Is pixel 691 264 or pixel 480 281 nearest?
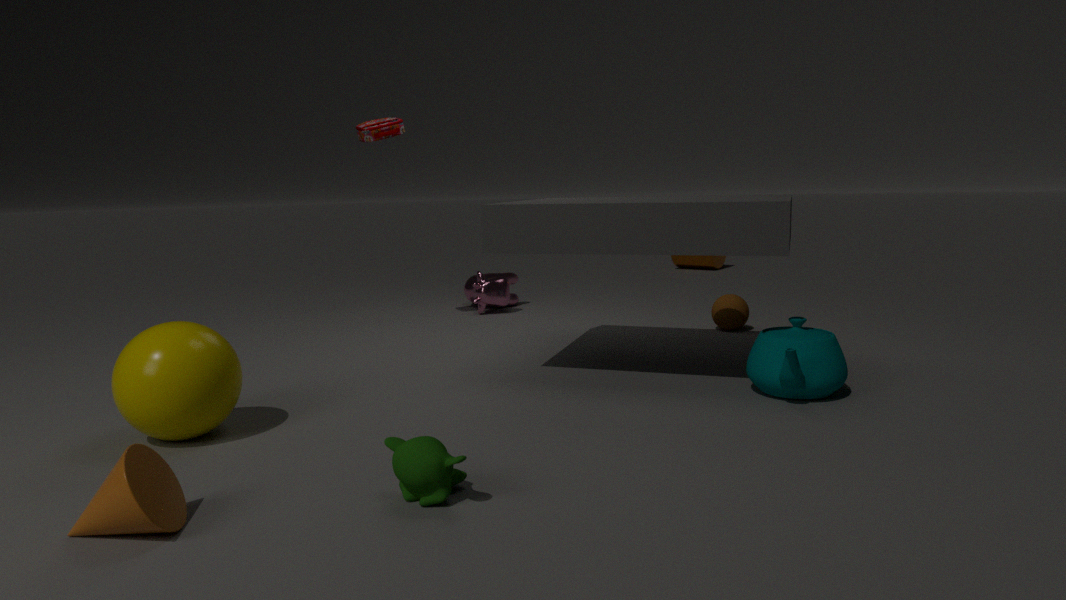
pixel 480 281
